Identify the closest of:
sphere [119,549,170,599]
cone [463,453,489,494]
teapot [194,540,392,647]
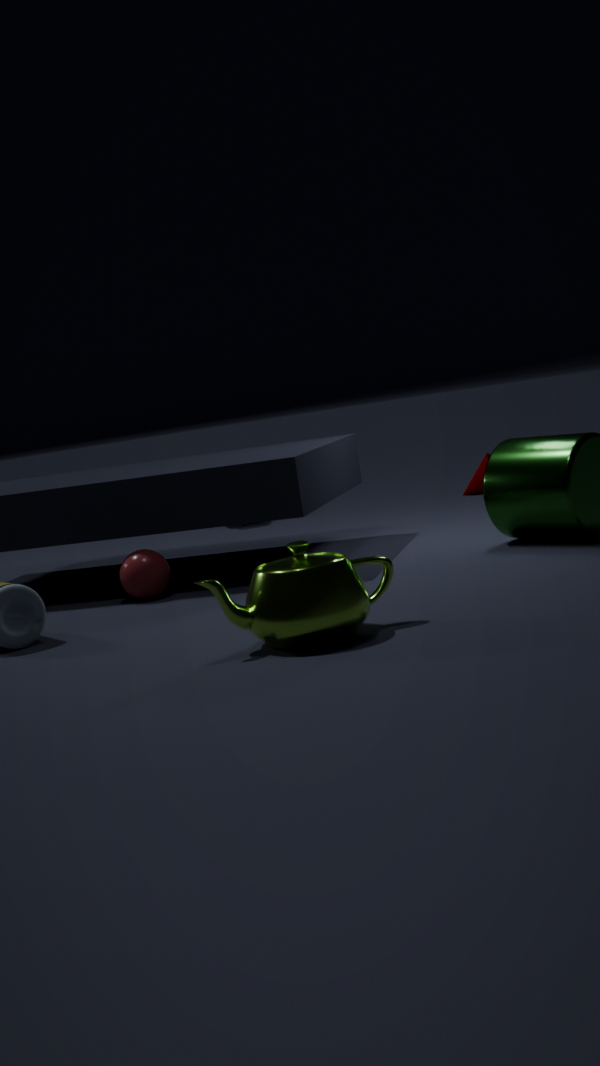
teapot [194,540,392,647]
